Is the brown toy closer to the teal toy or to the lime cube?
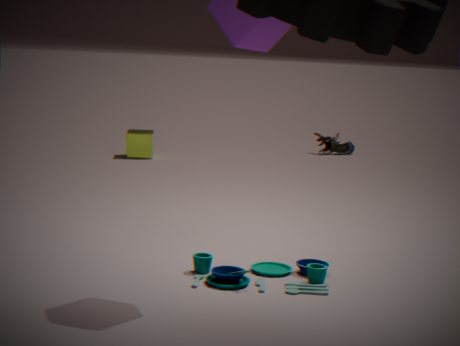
Result: the lime cube
